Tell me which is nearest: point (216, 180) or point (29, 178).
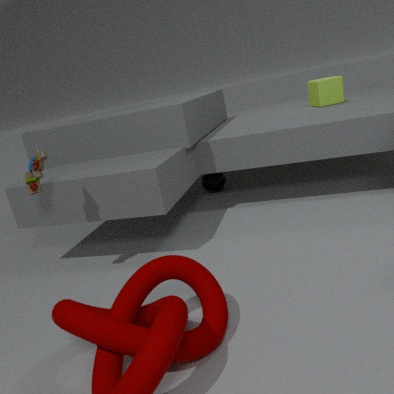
point (29, 178)
